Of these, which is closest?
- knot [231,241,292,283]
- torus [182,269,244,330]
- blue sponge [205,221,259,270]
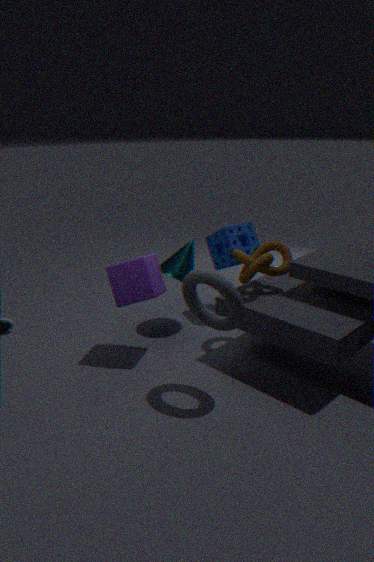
torus [182,269,244,330]
